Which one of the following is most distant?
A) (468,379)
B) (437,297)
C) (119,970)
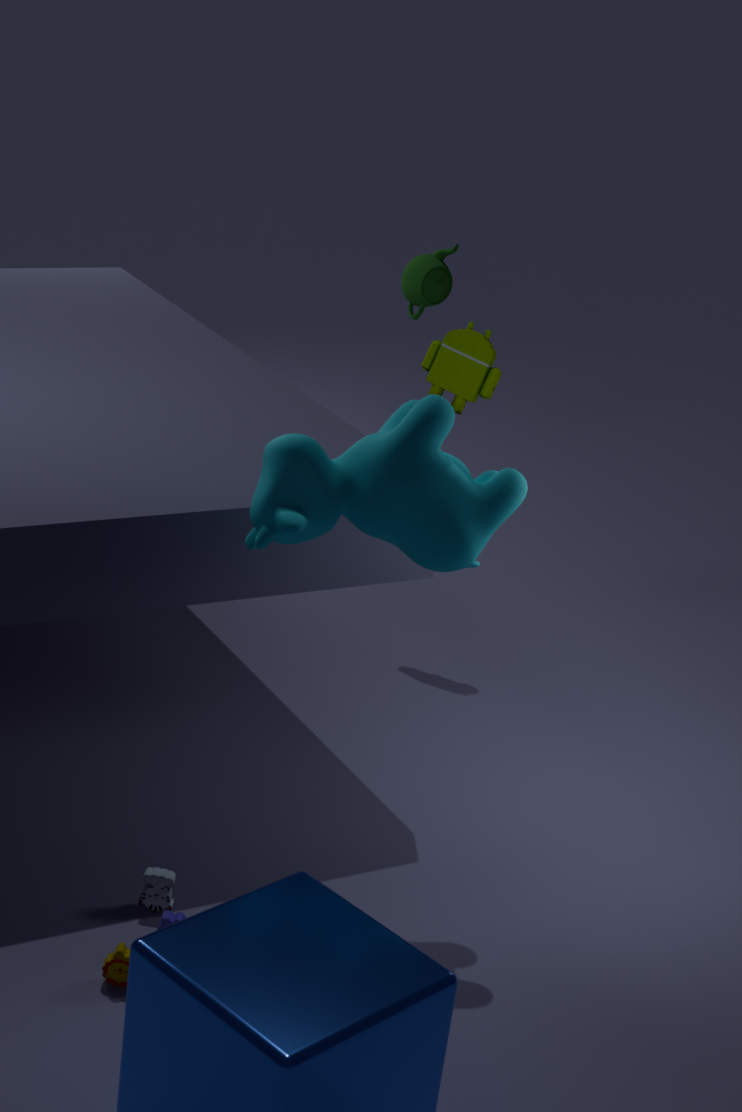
(437,297)
